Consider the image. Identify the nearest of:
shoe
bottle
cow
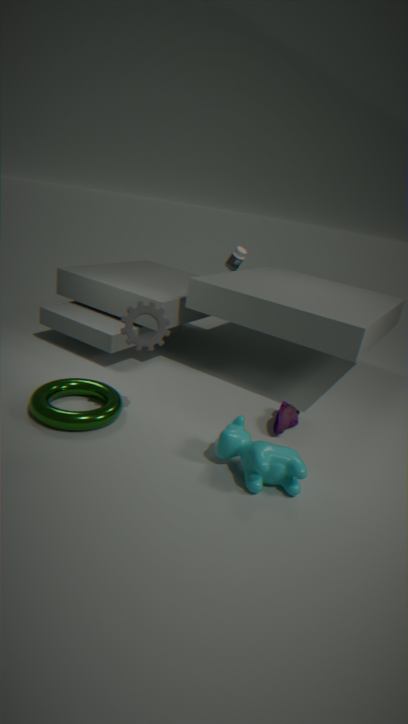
cow
